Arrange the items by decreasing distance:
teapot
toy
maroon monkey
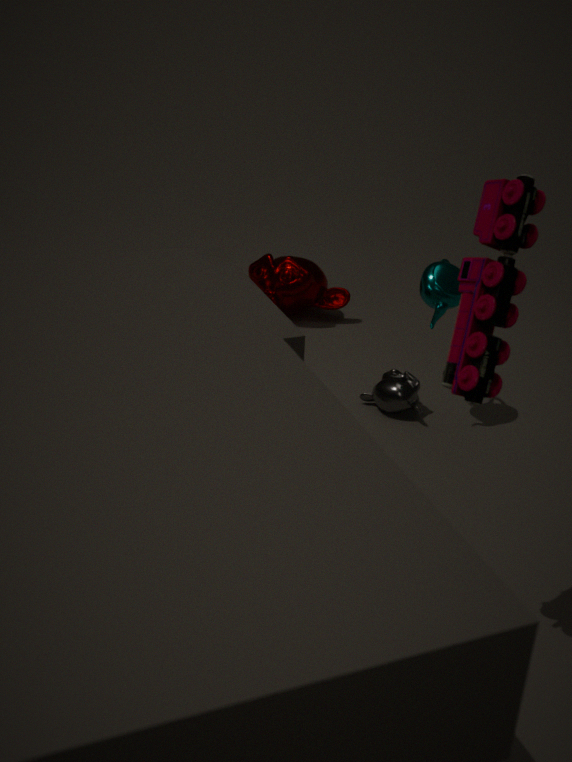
maroon monkey
teapot
toy
